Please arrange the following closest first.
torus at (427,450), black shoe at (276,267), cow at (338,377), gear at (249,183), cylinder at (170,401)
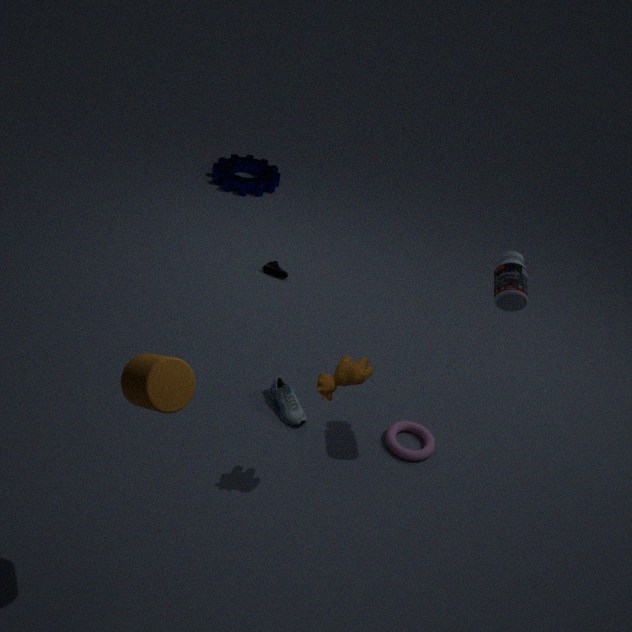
cylinder at (170,401) < cow at (338,377) < torus at (427,450) < black shoe at (276,267) < gear at (249,183)
